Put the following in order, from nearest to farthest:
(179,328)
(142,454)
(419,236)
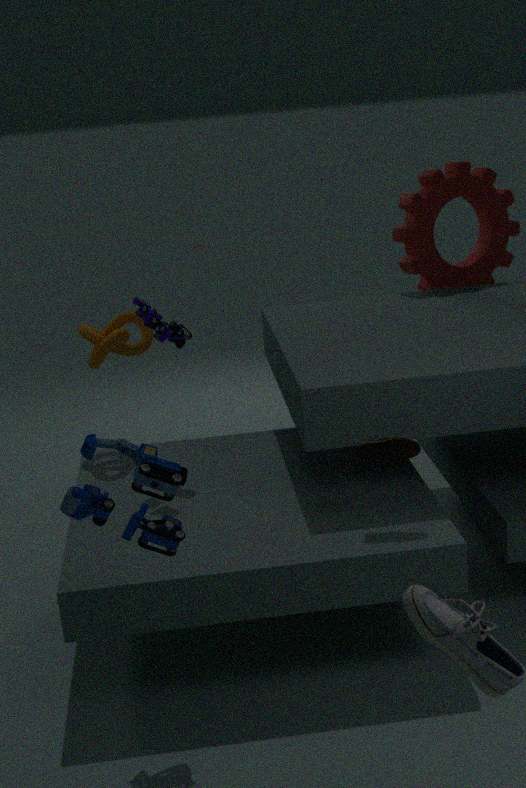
(142,454)
(179,328)
(419,236)
